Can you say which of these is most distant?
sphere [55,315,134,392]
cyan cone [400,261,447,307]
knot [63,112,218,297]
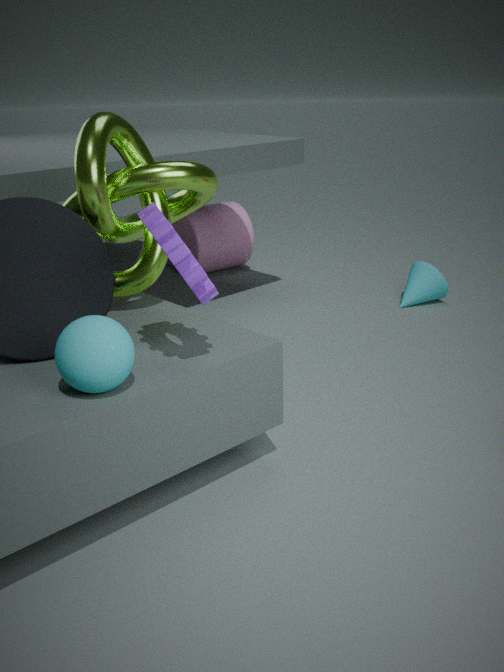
cyan cone [400,261,447,307]
